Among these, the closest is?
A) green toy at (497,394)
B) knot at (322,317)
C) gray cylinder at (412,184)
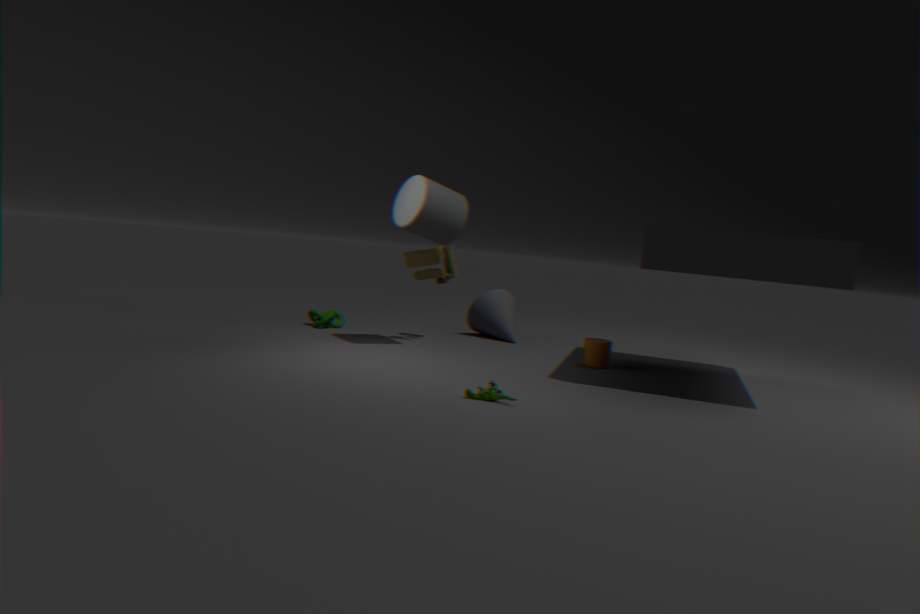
green toy at (497,394)
